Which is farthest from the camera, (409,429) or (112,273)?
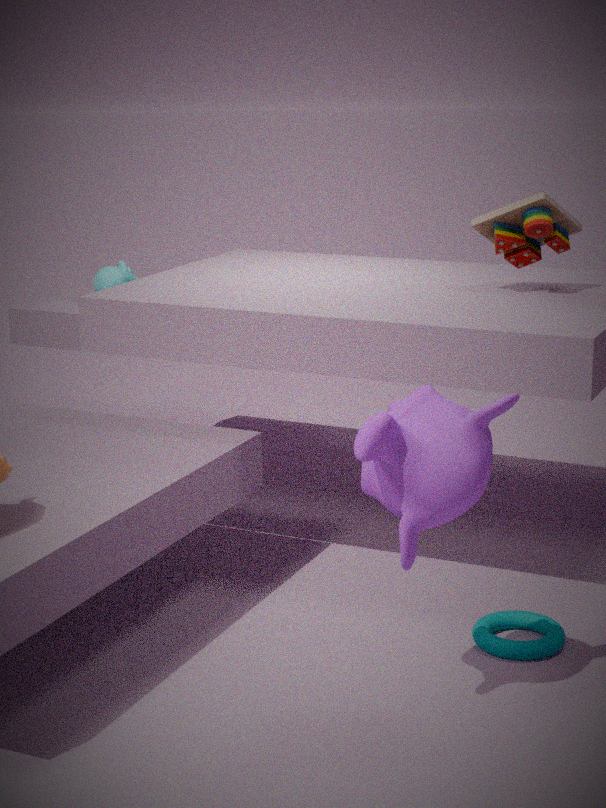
(112,273)
